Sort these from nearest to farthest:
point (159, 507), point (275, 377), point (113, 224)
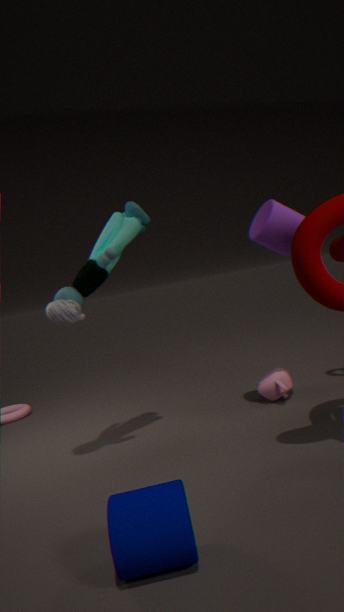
point (159, 507), point (113, 224), point (275, 377)
